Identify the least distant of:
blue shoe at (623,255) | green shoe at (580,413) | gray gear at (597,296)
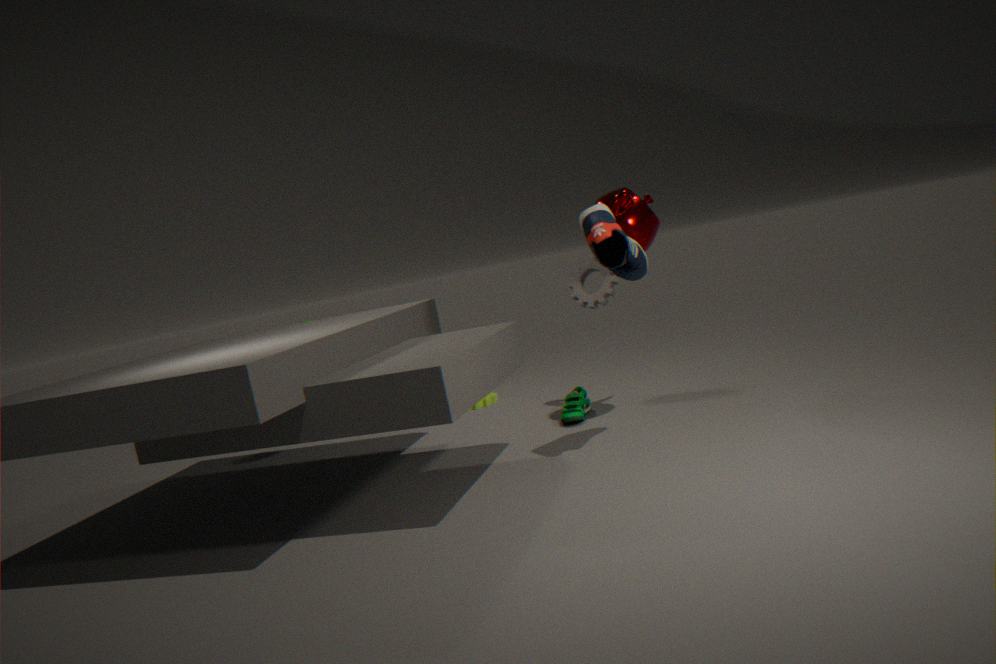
blue shoe at (623,255)
